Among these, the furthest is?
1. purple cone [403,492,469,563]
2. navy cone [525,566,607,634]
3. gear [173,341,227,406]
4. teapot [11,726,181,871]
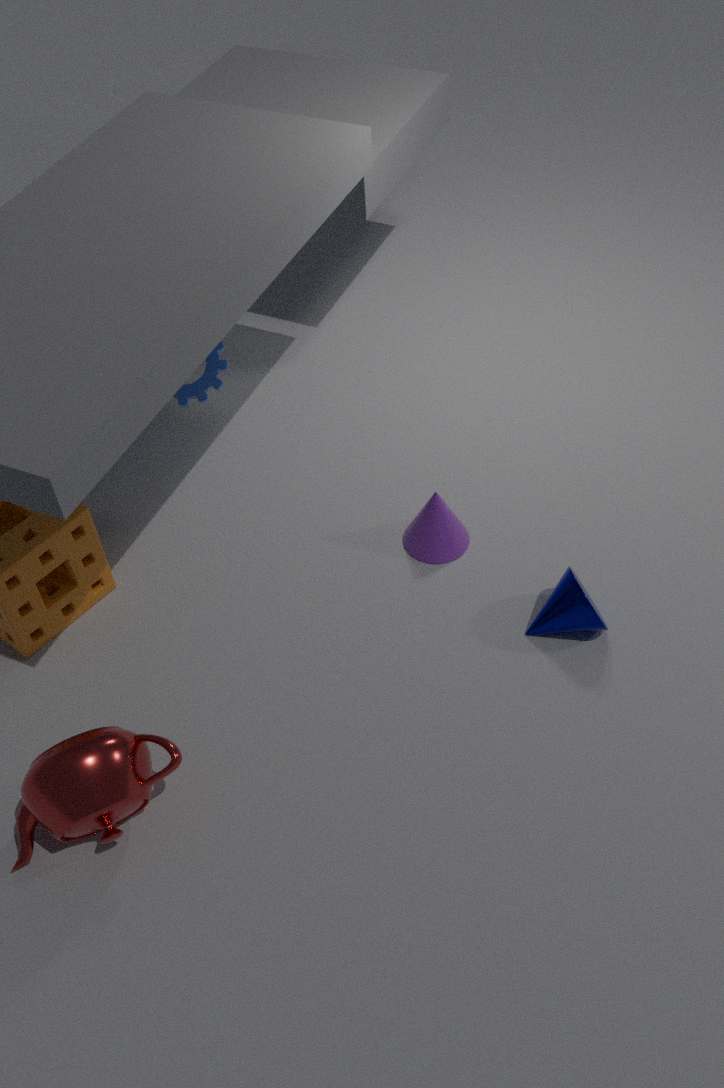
gear [173,341,227,406]
